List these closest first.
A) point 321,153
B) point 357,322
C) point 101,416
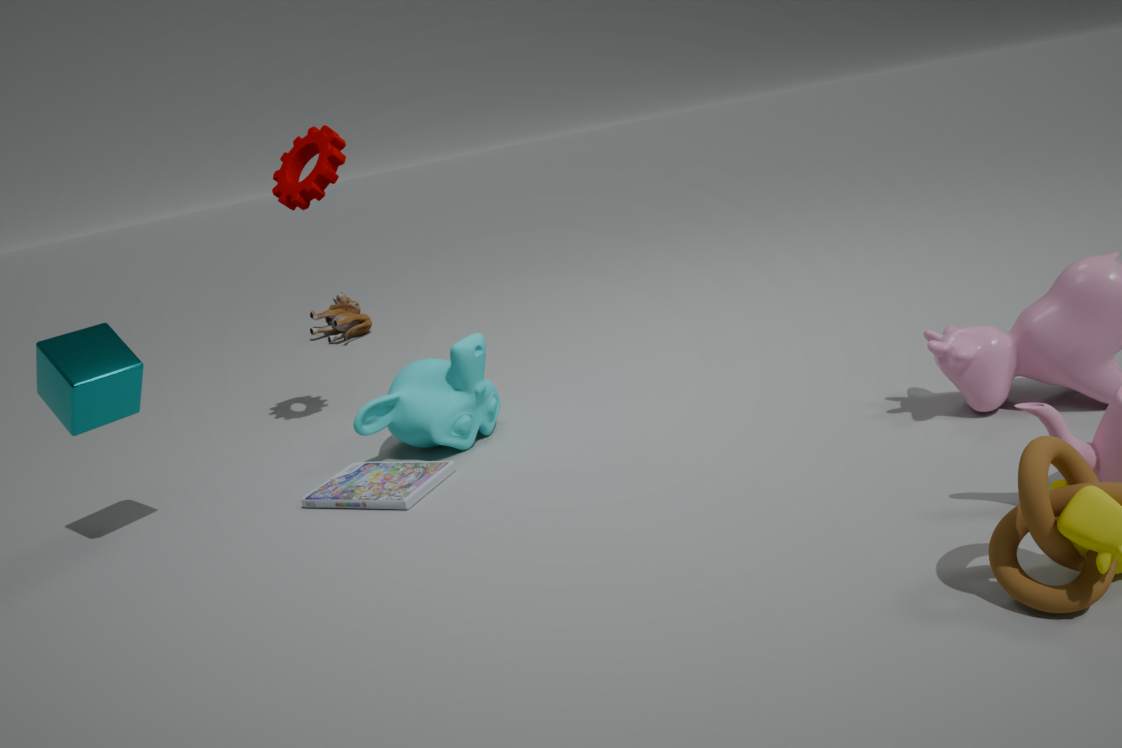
point 101,416 < point 321,153 < point 357,322
